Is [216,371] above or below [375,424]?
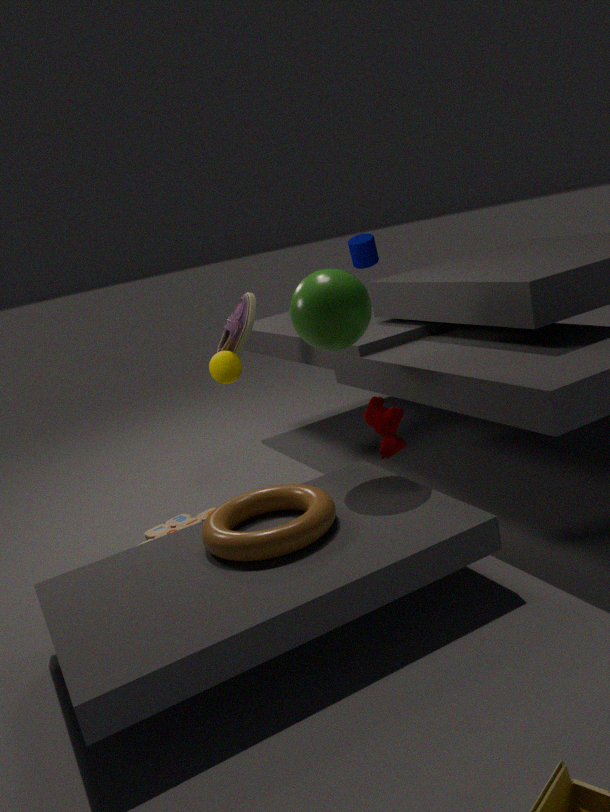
above
